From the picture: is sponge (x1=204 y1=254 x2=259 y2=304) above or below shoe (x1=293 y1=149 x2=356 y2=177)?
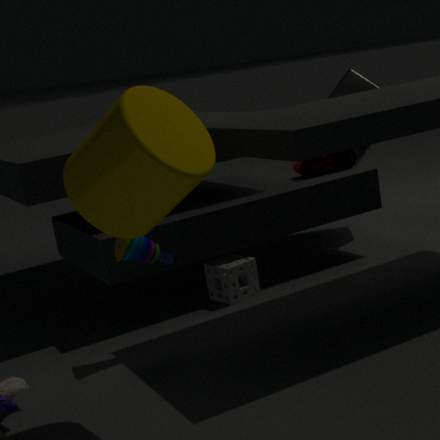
below
